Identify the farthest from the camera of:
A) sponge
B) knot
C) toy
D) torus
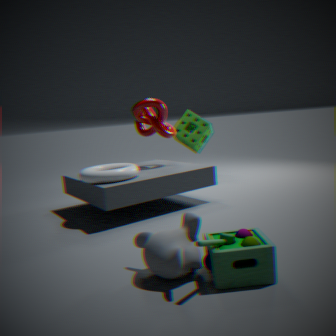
sponge
